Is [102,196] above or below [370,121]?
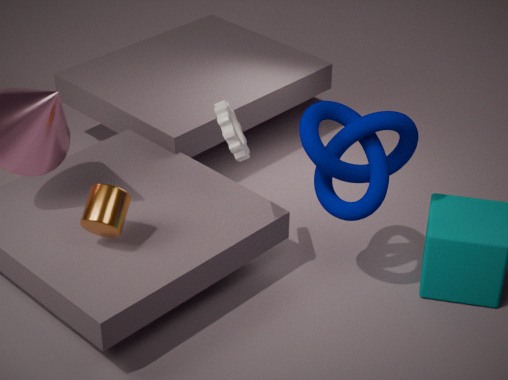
below
